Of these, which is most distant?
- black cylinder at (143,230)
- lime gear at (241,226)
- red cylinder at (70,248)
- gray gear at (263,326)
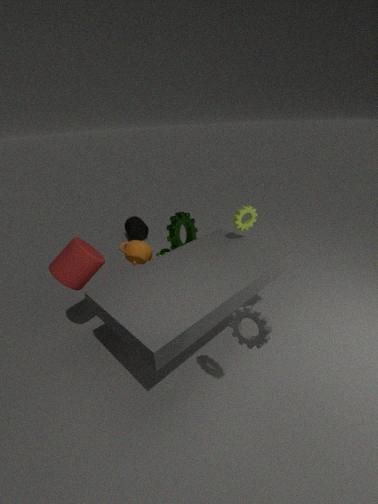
black cylinder at (143,230)
